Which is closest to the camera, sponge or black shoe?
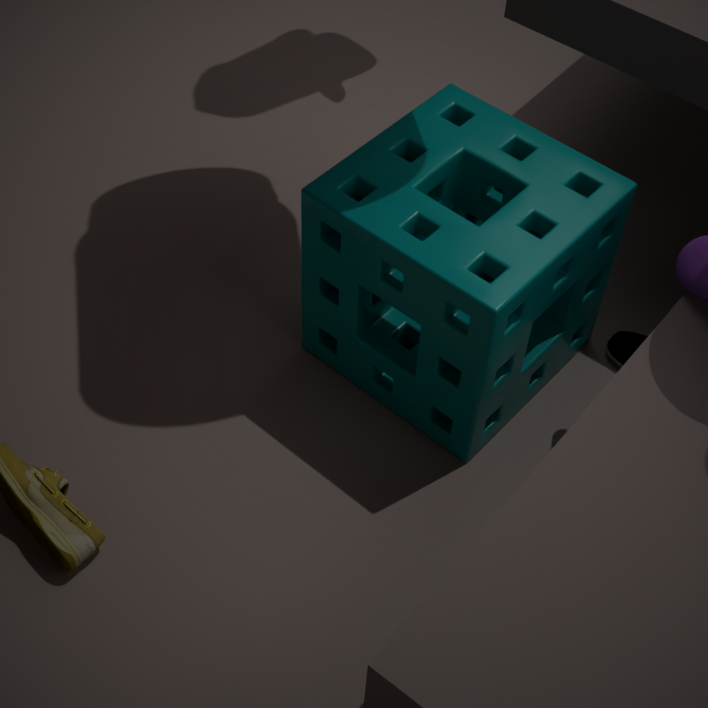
sponge
